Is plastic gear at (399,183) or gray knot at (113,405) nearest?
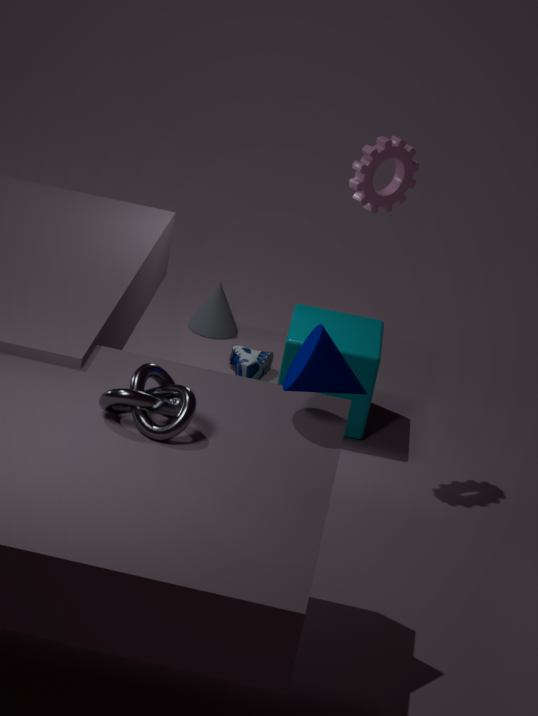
gray knot at (113,405)
